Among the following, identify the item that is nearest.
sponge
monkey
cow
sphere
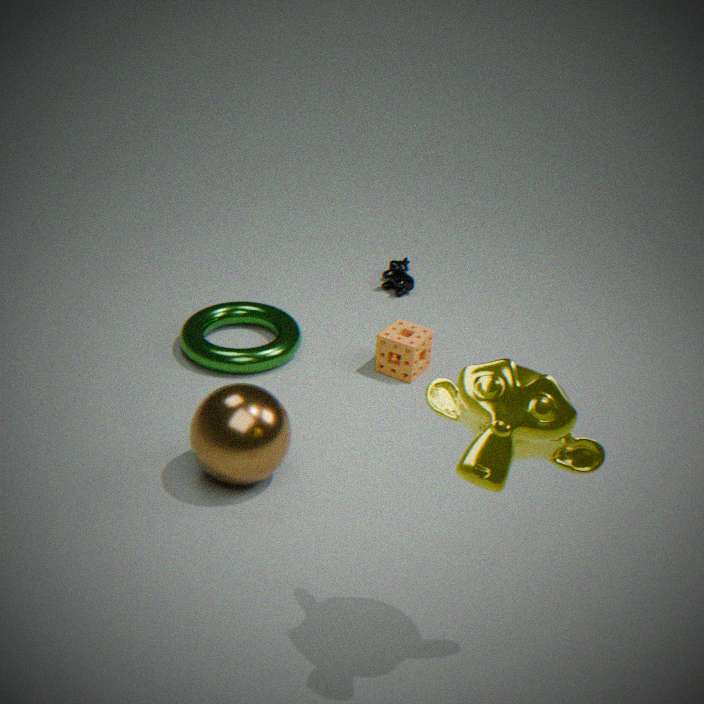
monkey
